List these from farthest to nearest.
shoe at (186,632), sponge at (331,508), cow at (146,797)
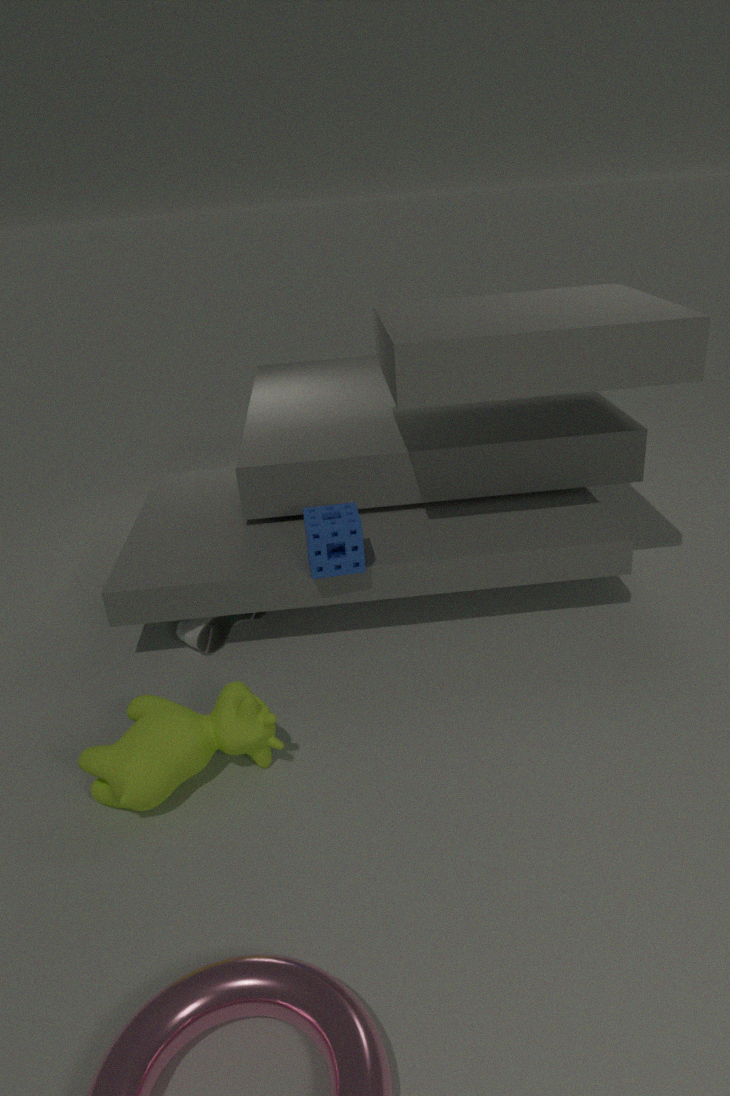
shoe at (186,632) < sponge at (331,508) < cow at (146,797)
